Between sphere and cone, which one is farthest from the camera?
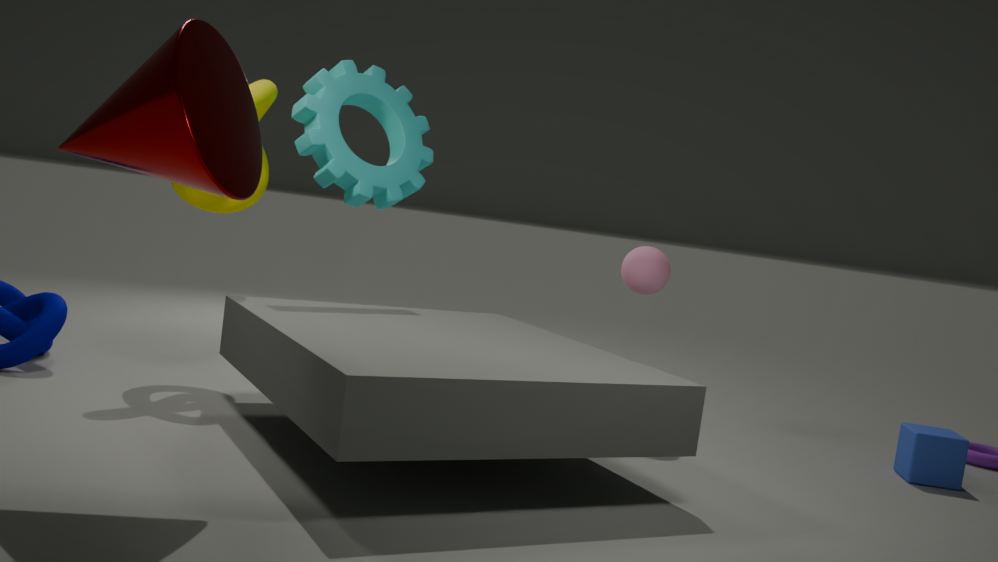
sphere
